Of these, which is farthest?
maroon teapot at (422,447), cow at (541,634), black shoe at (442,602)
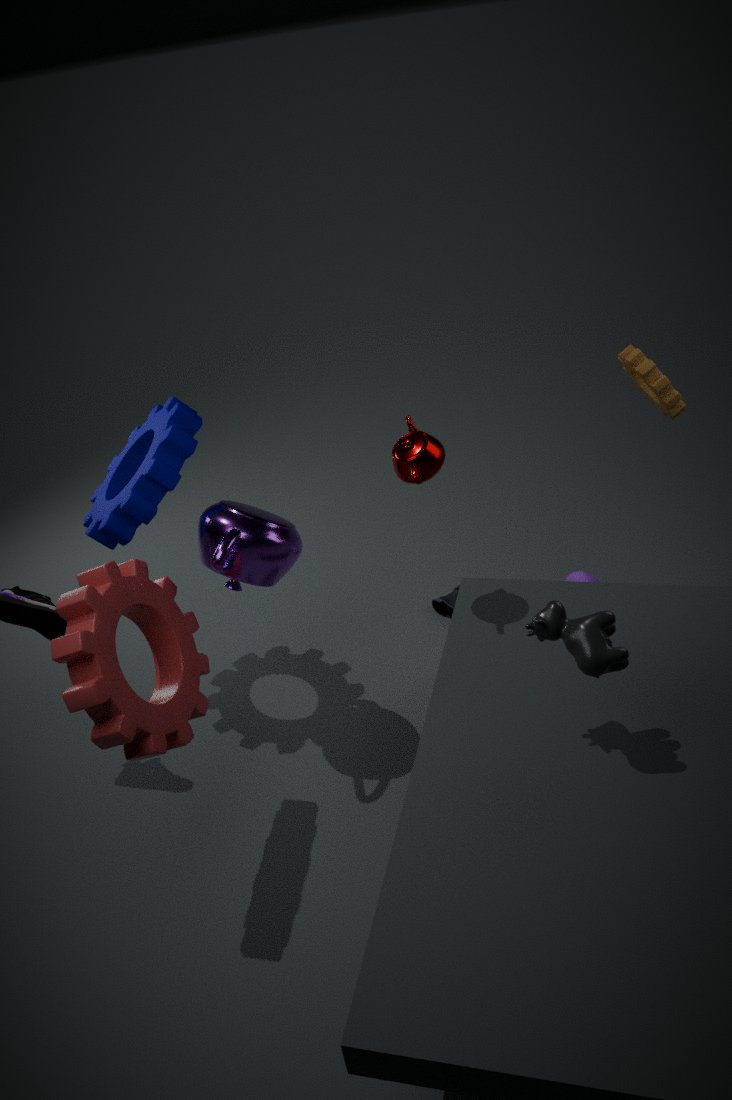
black shoe at (442,602)
